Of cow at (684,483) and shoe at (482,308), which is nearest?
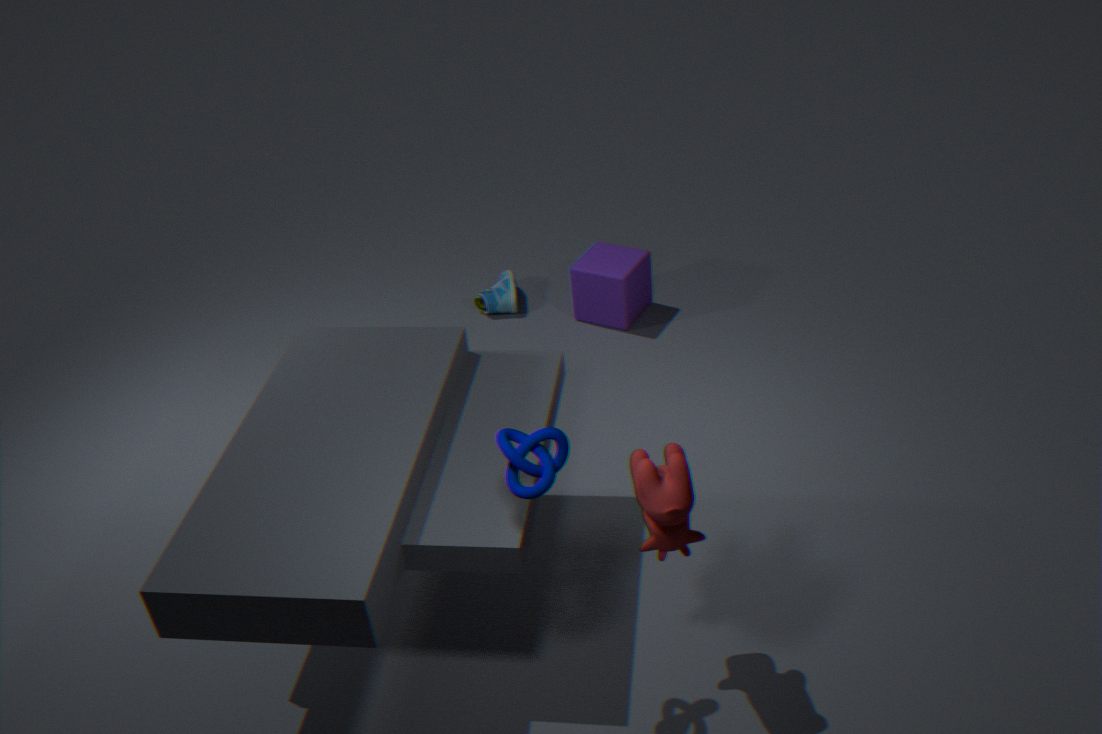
cow at (684,483)
